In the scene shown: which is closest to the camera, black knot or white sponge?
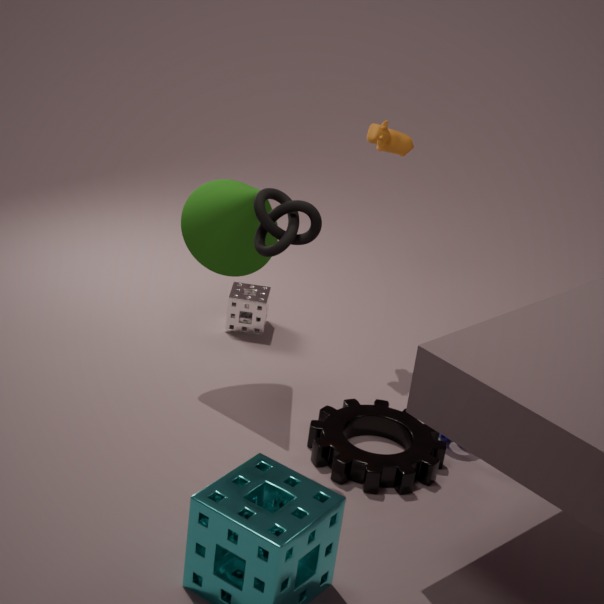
black knot
